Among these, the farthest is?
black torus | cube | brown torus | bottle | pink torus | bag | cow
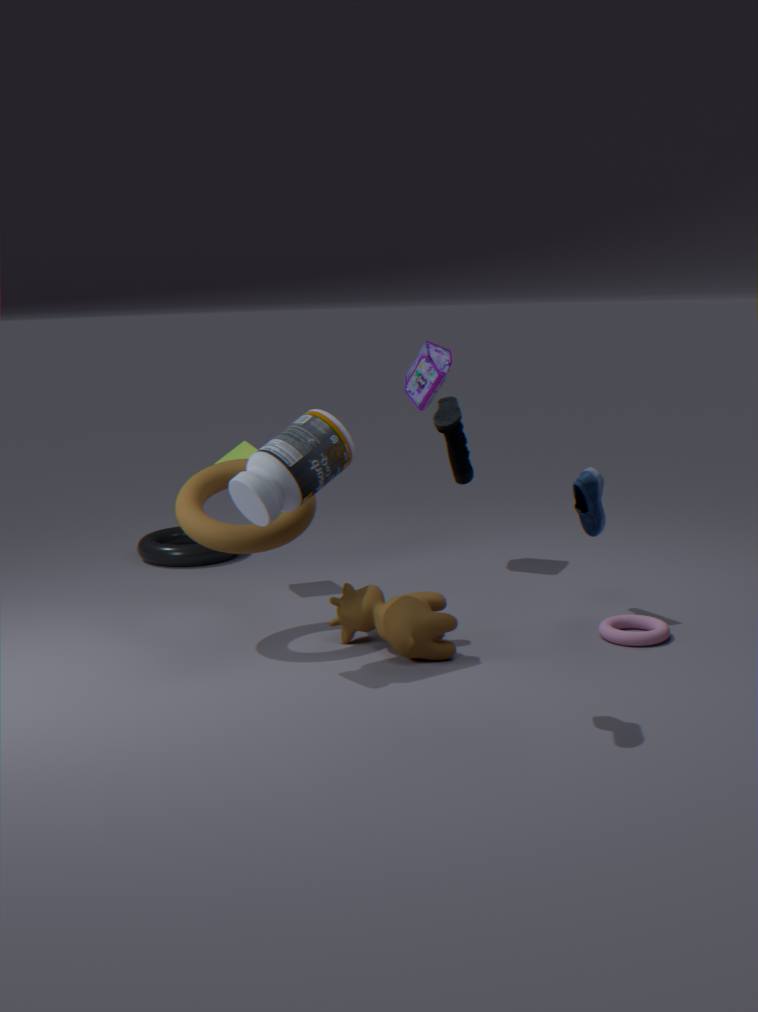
black torus
